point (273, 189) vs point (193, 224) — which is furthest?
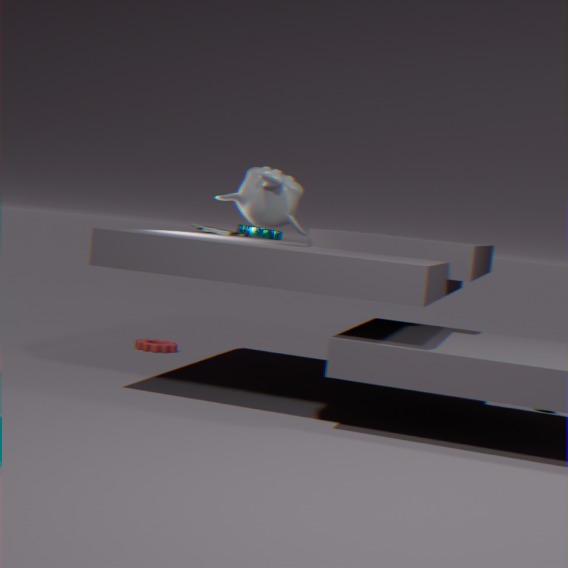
point (193, 224)
